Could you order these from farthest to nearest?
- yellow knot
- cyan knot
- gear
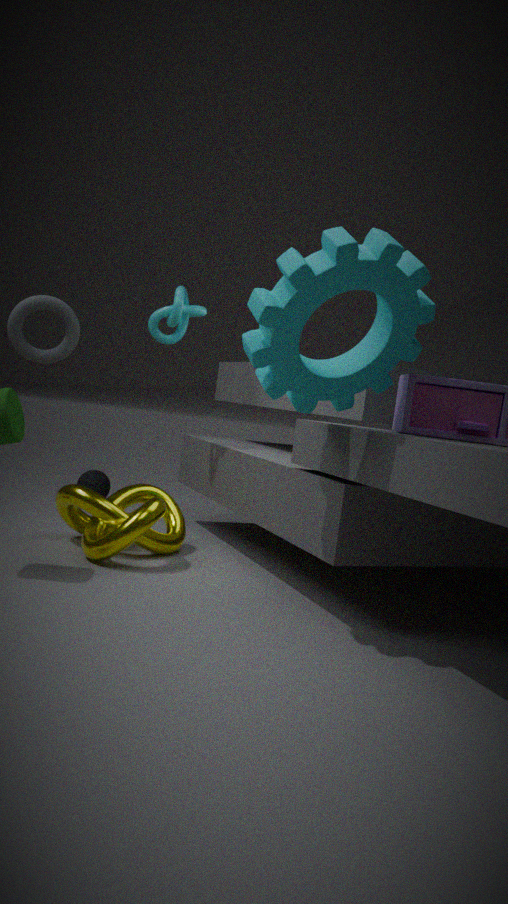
cyan knot, yellow knot, gear
